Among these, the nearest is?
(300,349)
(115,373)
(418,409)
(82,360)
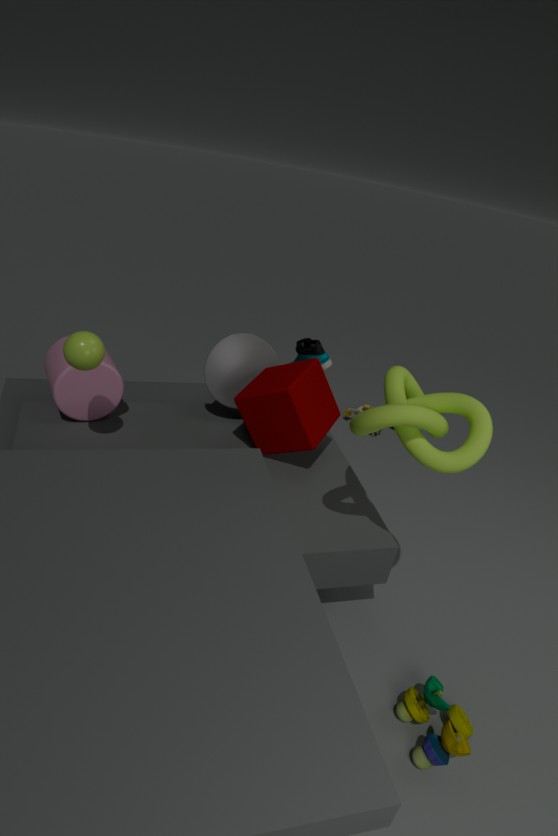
(418,409)
